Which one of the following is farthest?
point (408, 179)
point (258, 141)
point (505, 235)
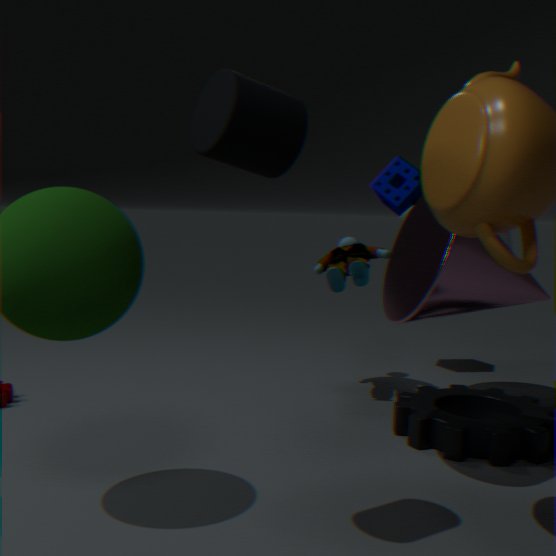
point (408, 179)
